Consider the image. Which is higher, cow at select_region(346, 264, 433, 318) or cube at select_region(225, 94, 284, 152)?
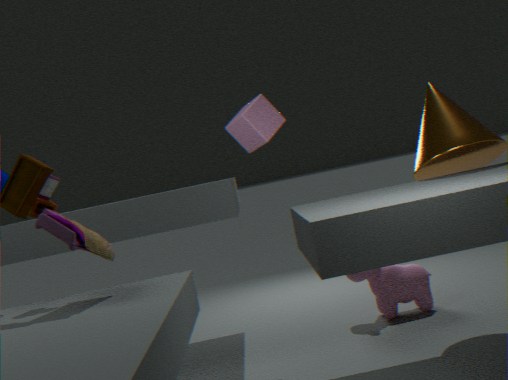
cube at select_region(225, 94, 284, 152)
